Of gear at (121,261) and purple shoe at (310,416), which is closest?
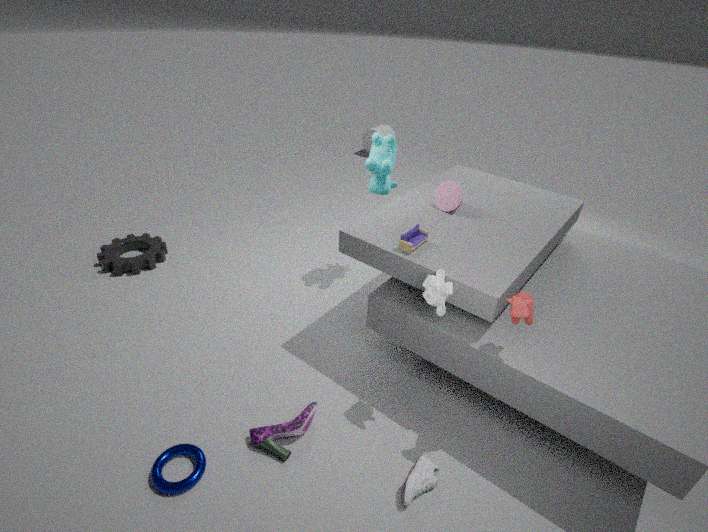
purple shoe at (310,416)
